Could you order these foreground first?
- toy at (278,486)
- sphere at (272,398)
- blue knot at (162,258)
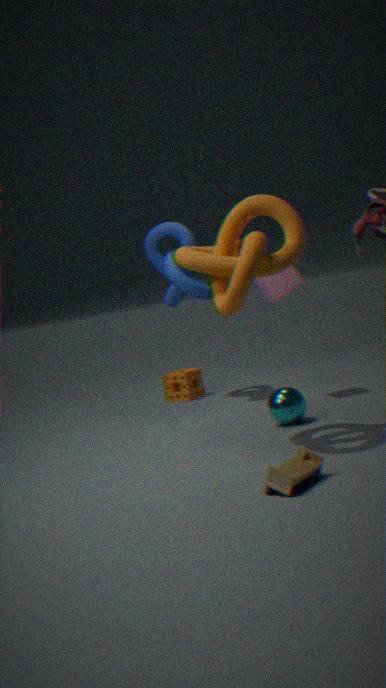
toy at (278,486) < sphere at (272,398) < blue knot at (162,258)
